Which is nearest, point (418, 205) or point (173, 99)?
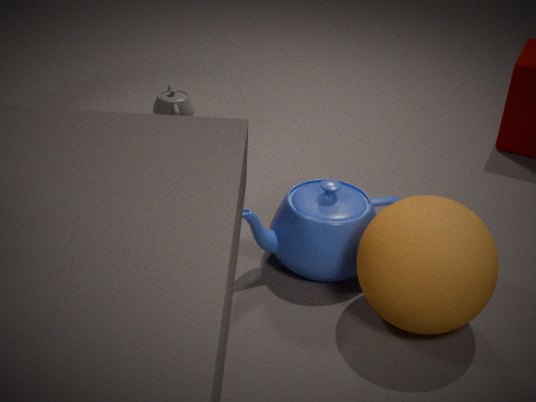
point (418, 205)
